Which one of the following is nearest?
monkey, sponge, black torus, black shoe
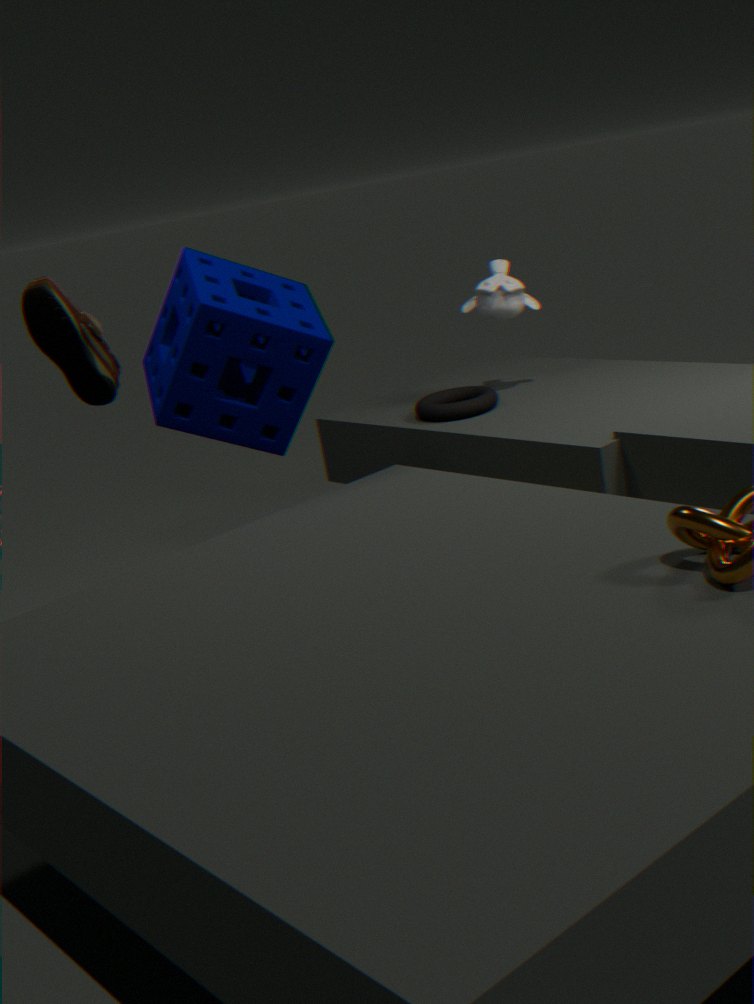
sponge
